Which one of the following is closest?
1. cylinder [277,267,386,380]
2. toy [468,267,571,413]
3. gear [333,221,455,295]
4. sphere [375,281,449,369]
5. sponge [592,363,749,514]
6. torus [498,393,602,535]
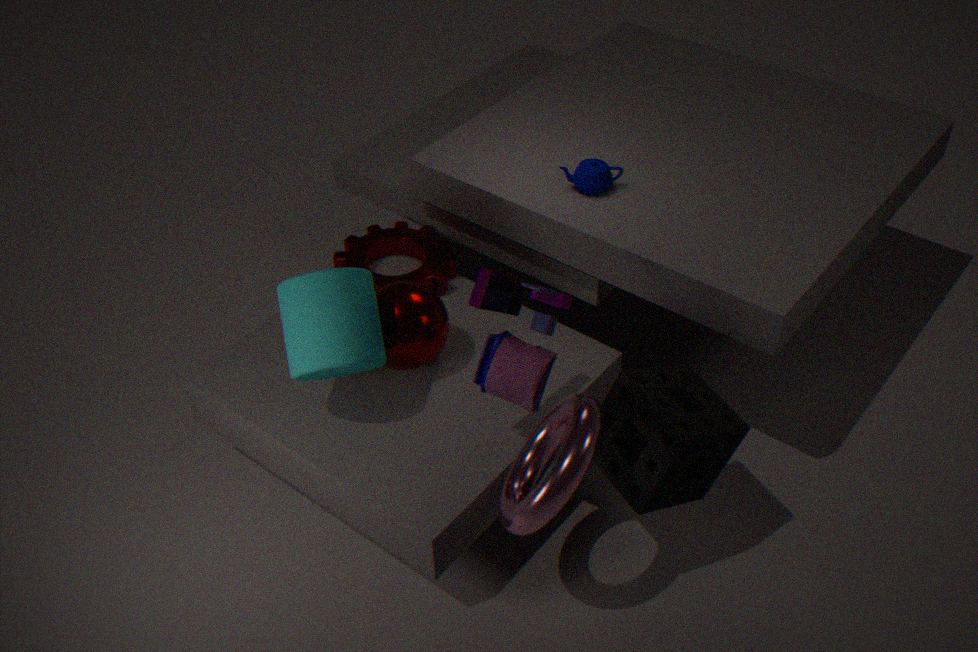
torus [498,393,602,535]
